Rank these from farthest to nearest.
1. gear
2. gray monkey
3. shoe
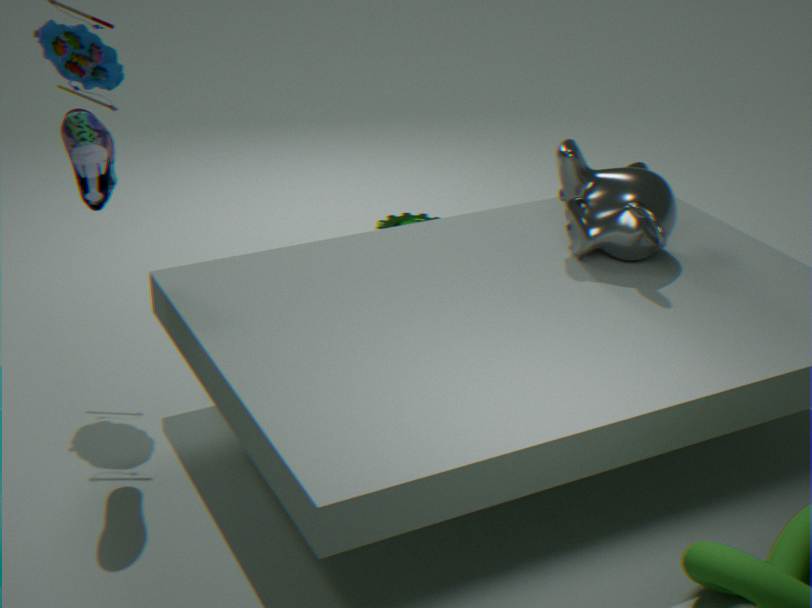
gear < gray monkey < shoe
